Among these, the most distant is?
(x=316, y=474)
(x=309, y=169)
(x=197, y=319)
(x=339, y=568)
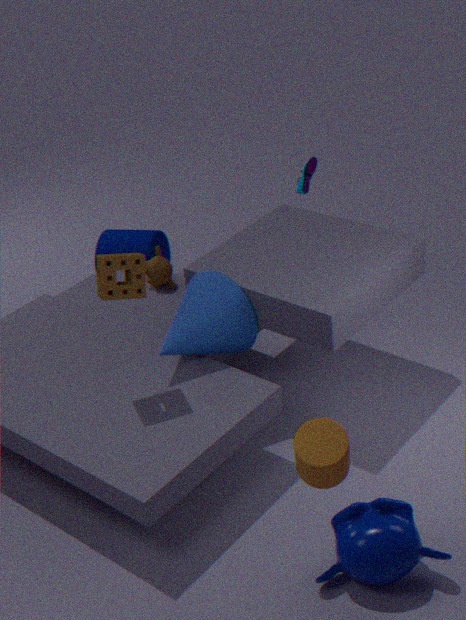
(x=309, y=169)
